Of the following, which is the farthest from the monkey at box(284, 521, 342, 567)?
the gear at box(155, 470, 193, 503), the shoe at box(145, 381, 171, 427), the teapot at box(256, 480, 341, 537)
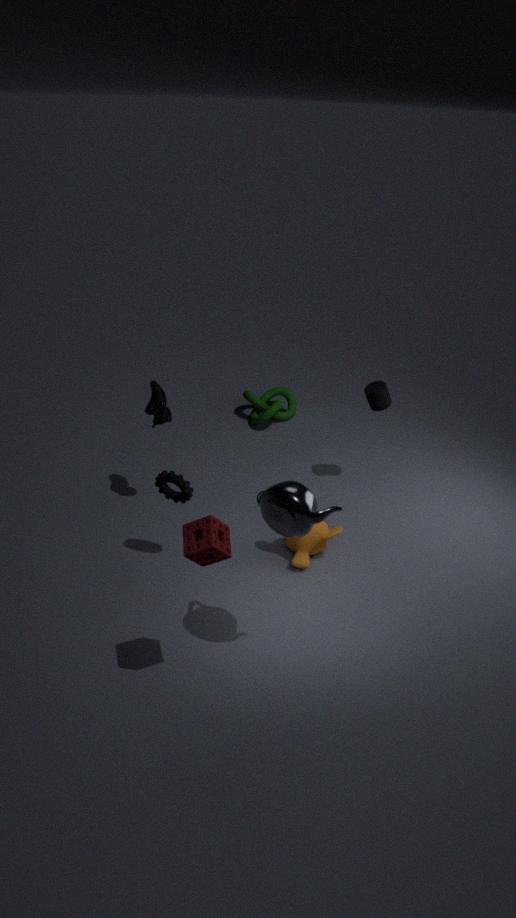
the shoe at box(145, 381, 171, 427)
